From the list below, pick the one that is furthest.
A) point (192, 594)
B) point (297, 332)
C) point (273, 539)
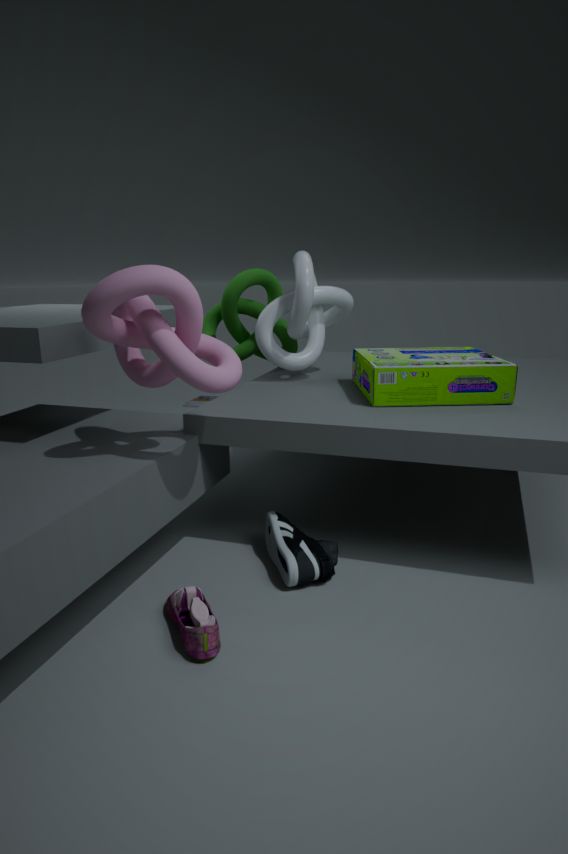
point (297, 332)
